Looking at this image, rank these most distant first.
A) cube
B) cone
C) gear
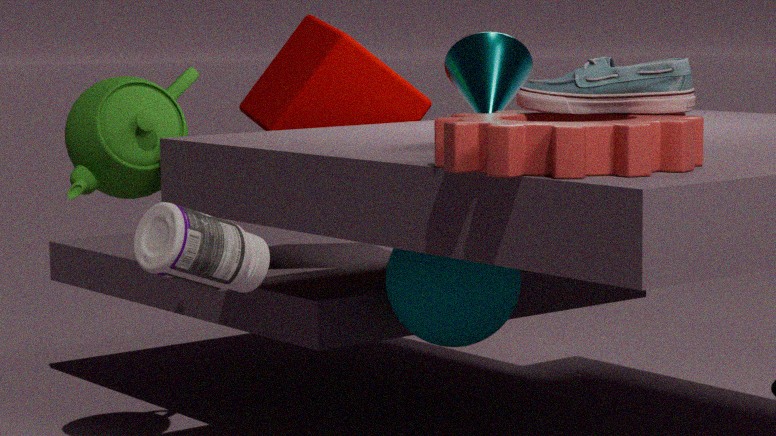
Answer: cube → cone → gear
